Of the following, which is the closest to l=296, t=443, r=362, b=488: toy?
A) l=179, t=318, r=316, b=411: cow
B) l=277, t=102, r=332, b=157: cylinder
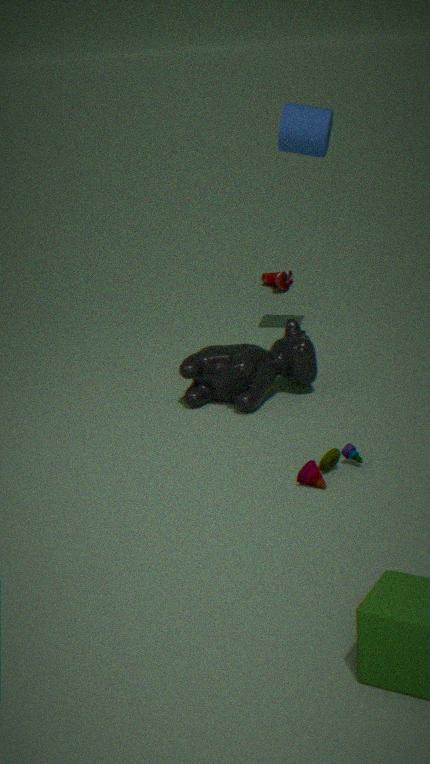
l=179, t=318, r=316, b=411: cow
